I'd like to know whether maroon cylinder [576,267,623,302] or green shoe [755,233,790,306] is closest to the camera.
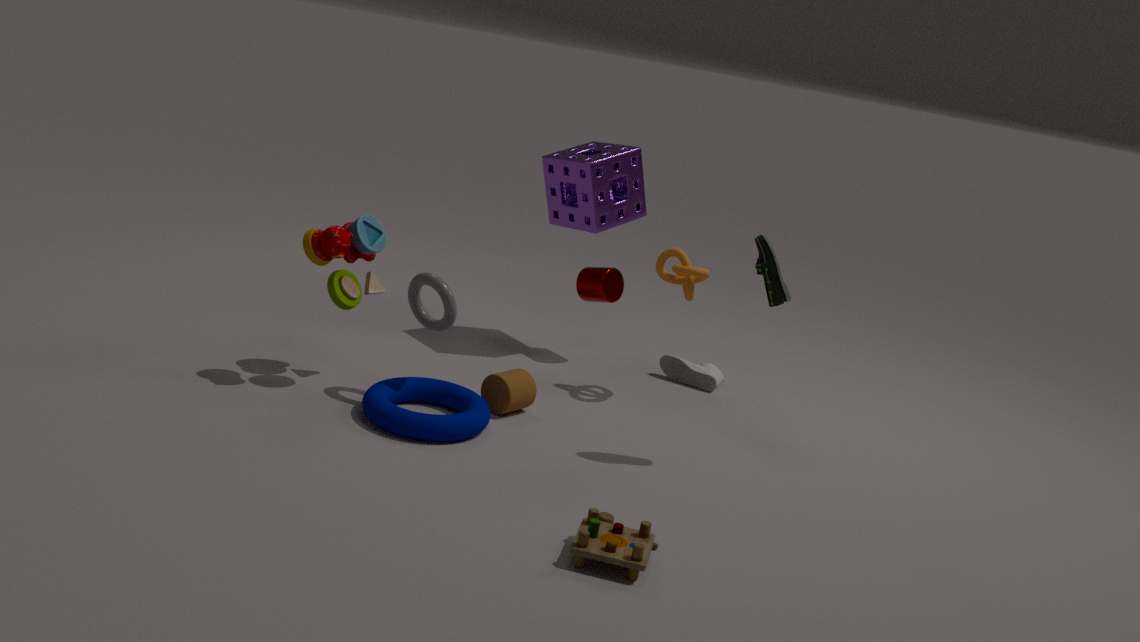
Answer: green shoe [755,233,790,306]
